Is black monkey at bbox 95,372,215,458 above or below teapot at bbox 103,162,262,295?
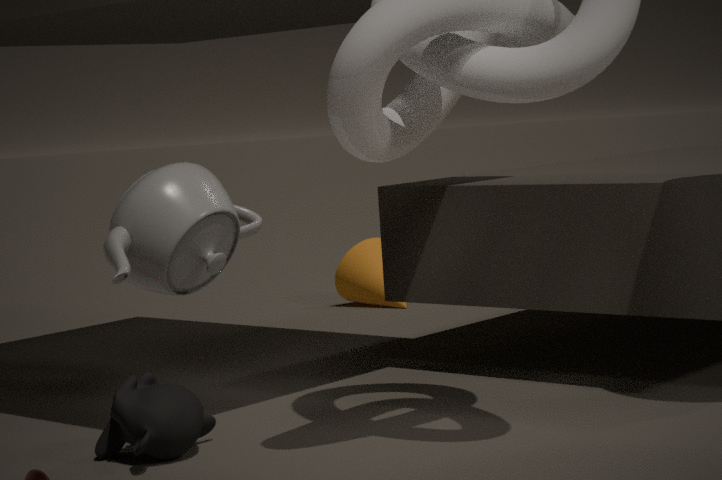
below
